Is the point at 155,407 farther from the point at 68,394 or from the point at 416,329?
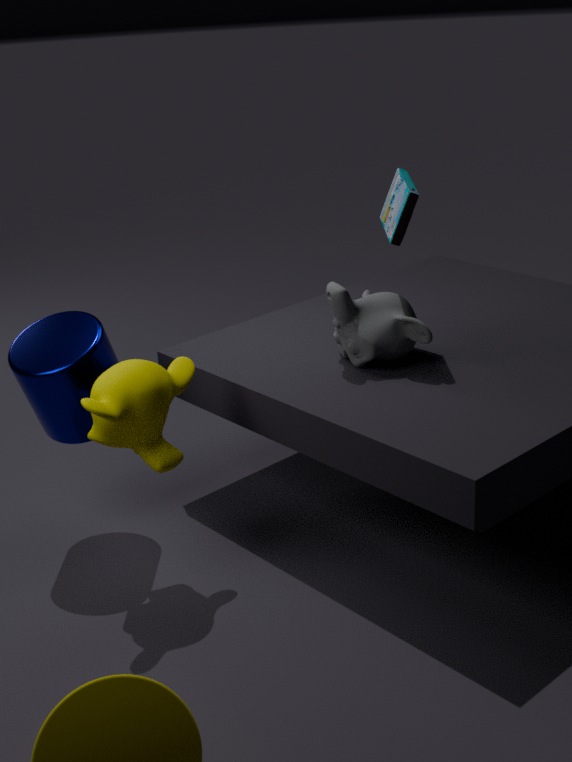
the point at 416,329
